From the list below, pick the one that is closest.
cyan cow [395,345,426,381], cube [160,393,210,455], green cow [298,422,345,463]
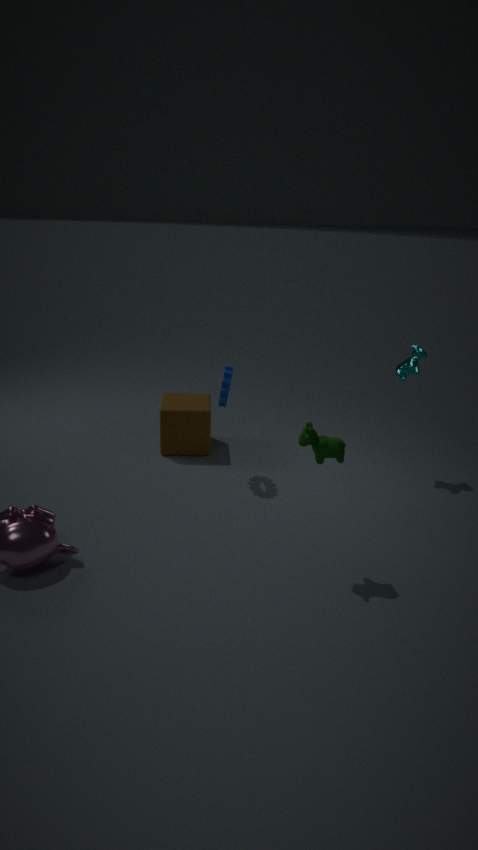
green cow [298,422,345,463]
